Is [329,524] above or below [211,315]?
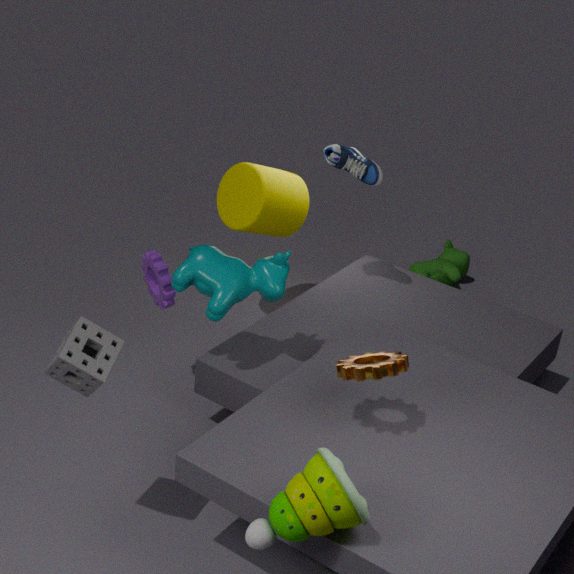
below
